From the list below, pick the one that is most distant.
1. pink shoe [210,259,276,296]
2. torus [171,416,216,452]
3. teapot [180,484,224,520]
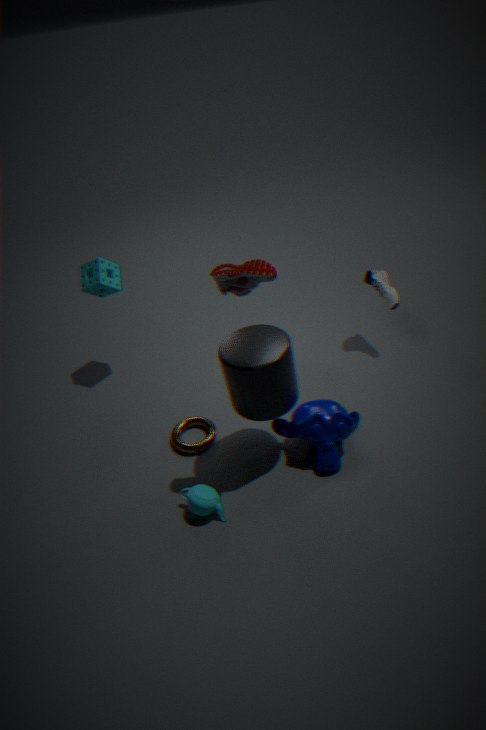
torus [171,416,216,452]
